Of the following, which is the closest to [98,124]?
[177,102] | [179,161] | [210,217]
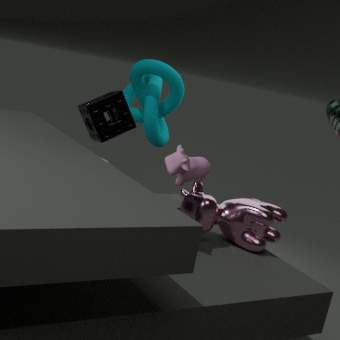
[179,161]
